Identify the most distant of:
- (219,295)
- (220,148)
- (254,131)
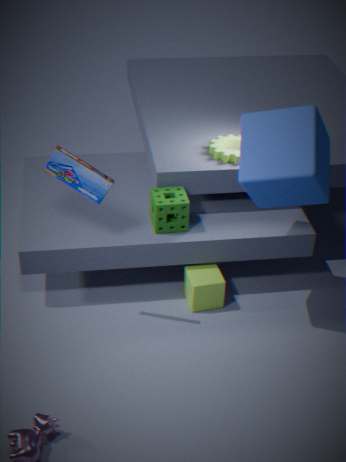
(220,148)
